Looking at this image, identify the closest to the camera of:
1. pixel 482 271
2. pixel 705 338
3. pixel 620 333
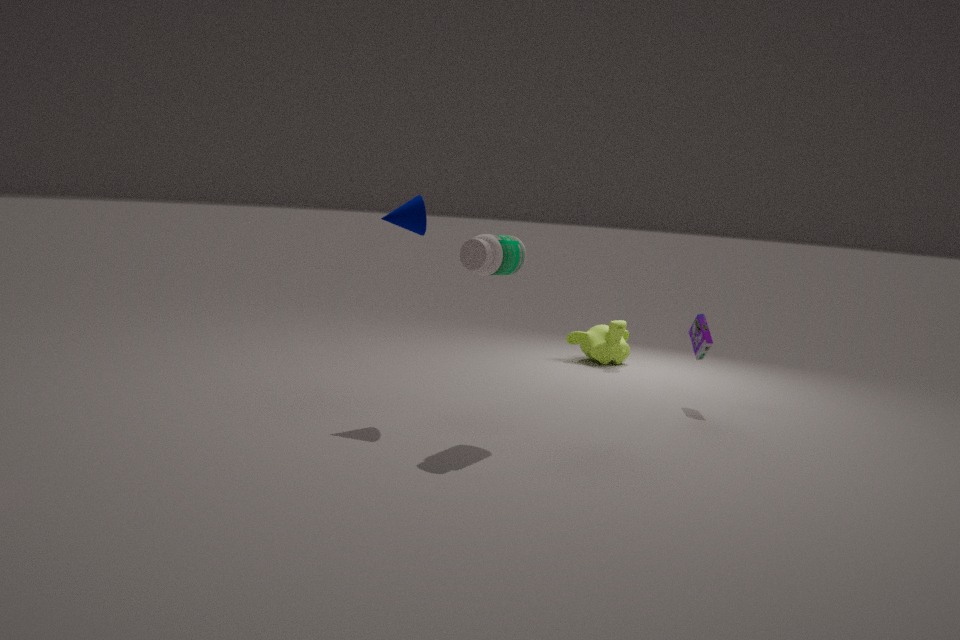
pixel 482 271
